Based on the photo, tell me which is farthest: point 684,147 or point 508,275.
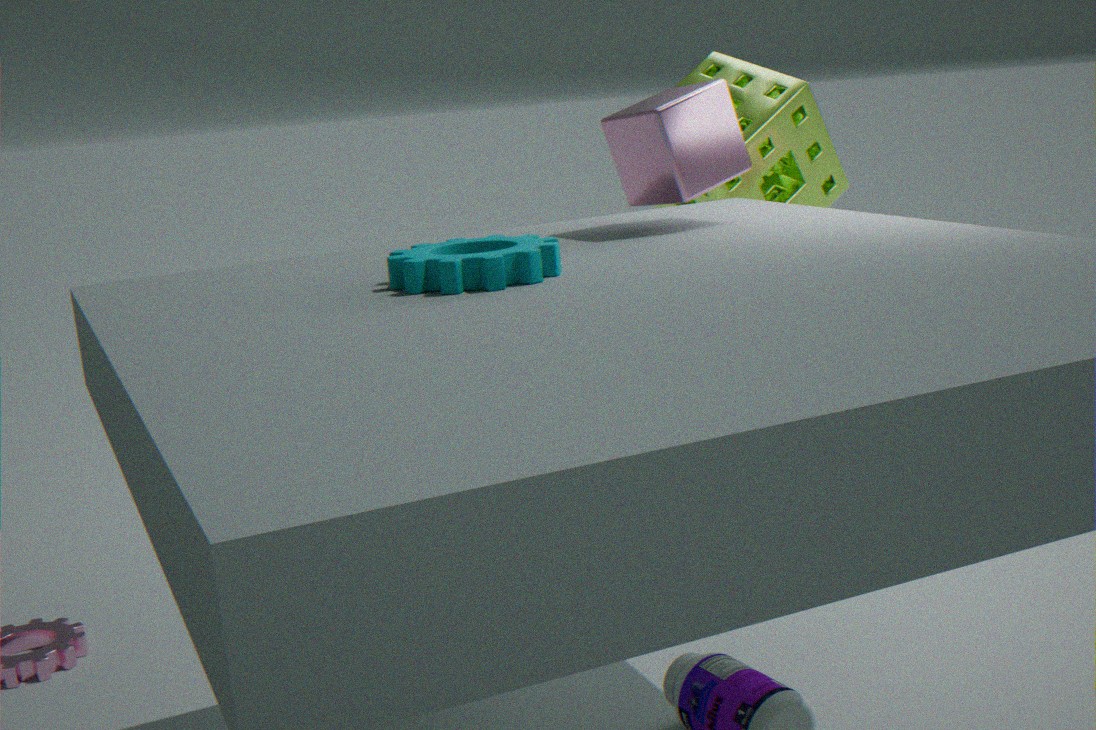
point 684,147
